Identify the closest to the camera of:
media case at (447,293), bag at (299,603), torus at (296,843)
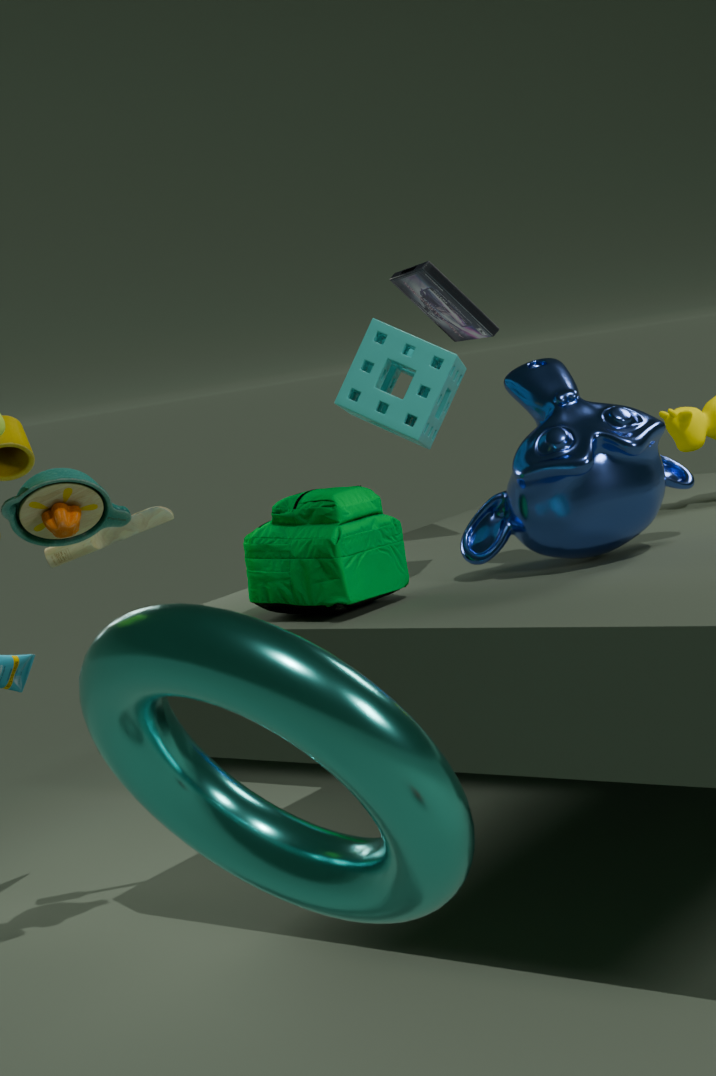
torus at (296,843)
